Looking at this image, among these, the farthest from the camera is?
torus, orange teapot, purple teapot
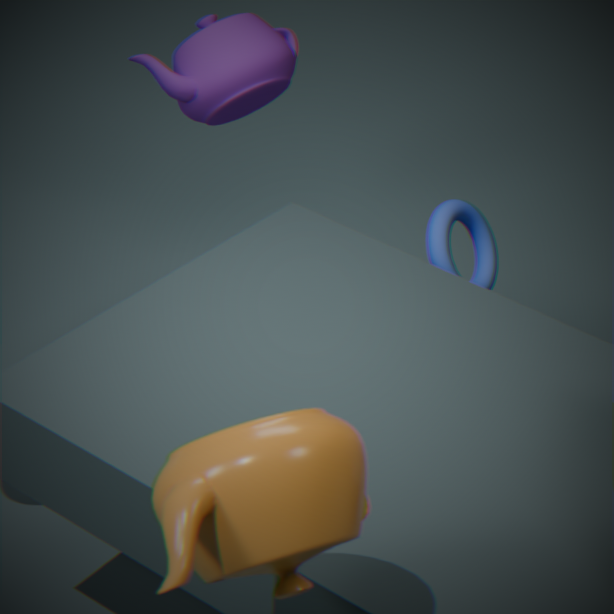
purple teapot
